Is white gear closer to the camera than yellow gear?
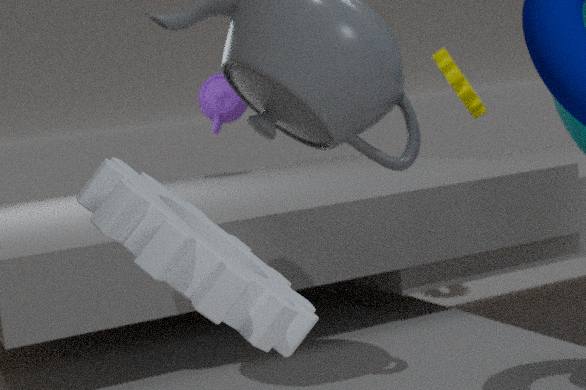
Yes
